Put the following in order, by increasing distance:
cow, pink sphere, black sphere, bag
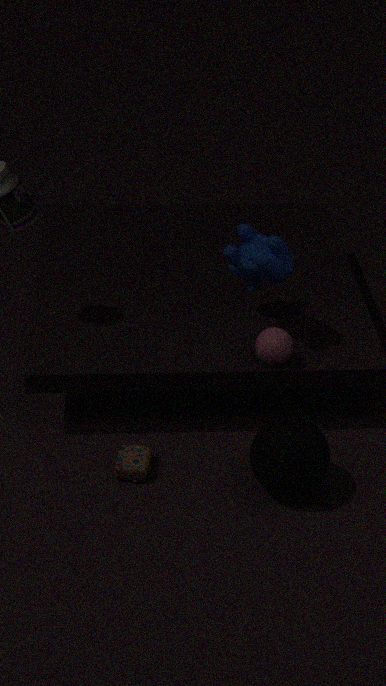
black sphere < bag < cow < pink sphere
